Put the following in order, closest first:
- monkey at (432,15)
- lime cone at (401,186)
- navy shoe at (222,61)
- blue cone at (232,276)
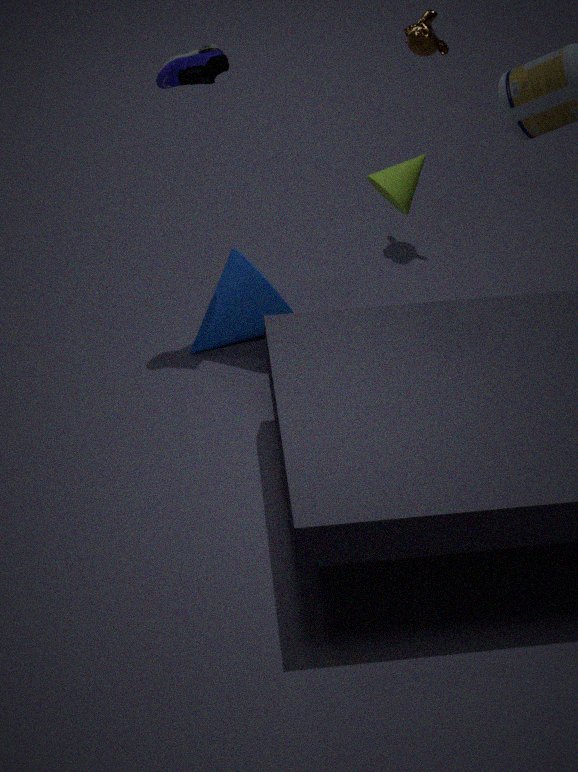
lime cone at (401,186), navy shoe at (222,61), blue cone at (232,276), monkey at (432,15)
